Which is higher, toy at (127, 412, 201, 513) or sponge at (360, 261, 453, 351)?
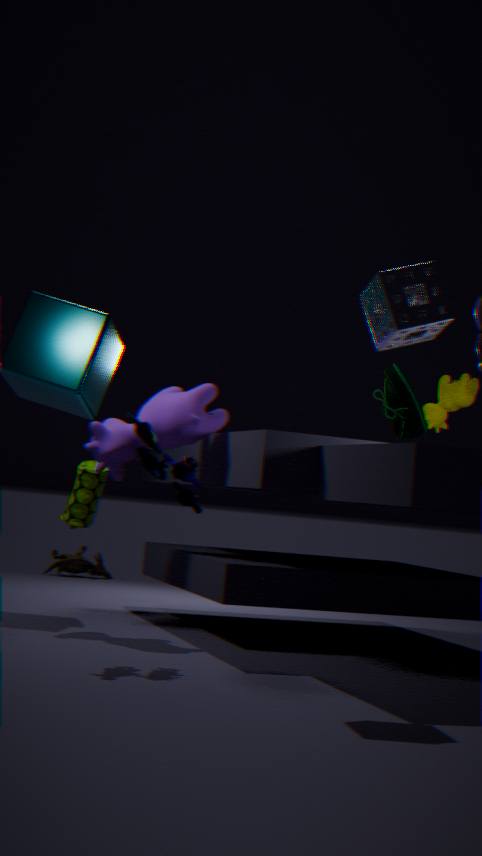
sponge at (360, 261, 453, 351)
